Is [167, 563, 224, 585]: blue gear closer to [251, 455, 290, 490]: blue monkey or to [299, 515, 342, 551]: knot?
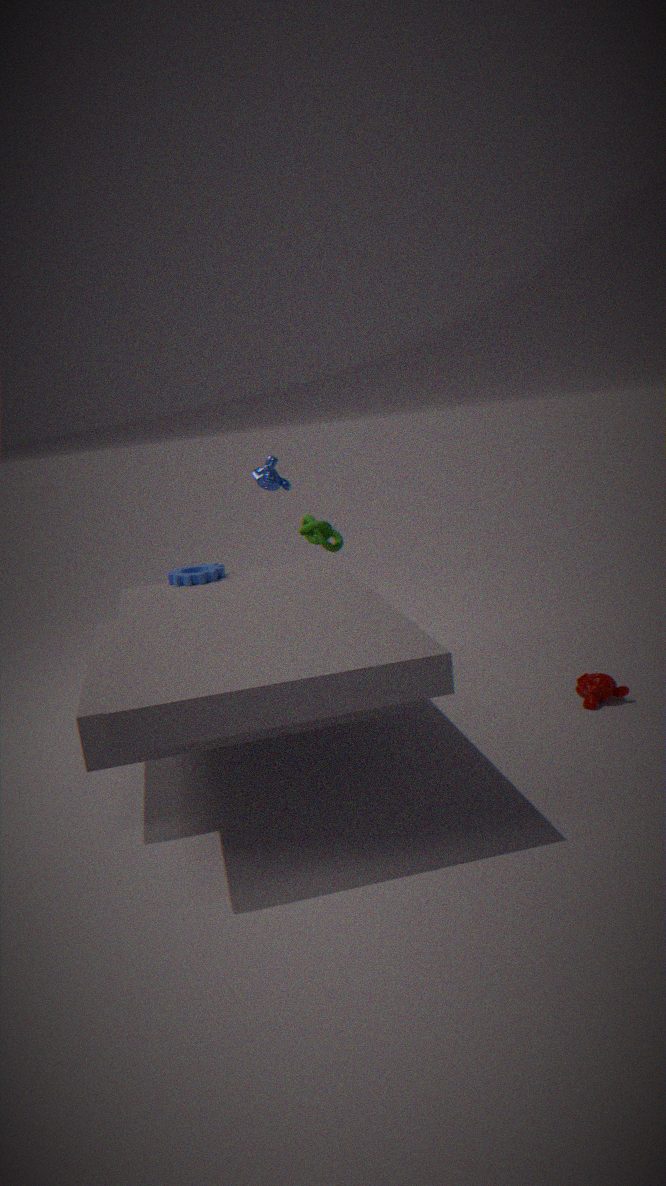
[299, 515, 342, 551]: knot
